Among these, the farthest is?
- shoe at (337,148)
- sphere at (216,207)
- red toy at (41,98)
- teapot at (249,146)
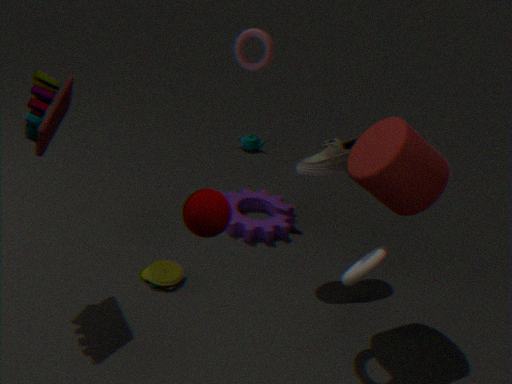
teapot at (249,146)
